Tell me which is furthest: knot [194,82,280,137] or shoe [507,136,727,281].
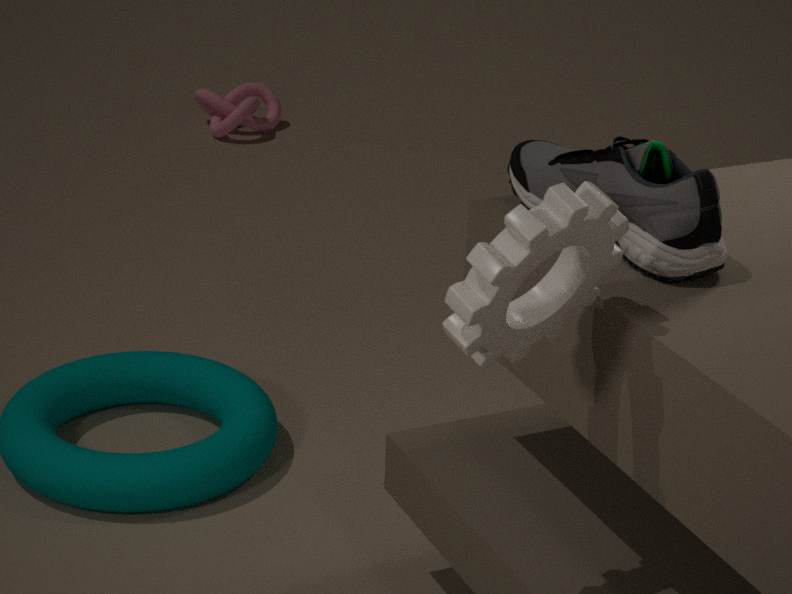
knot [194,82,280,137]
